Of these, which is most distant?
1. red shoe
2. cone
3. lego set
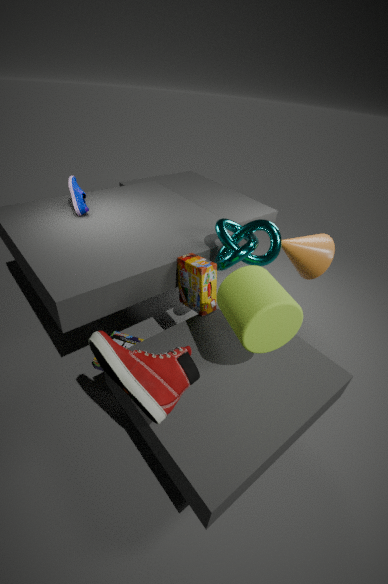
cone
